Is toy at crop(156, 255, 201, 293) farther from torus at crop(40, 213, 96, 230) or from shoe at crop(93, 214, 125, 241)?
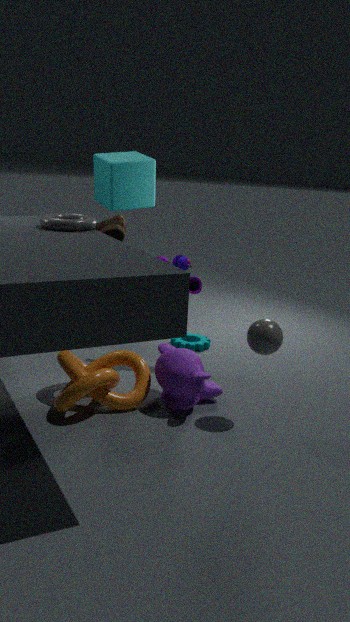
torus at crop(40, 213, 96, 230)
